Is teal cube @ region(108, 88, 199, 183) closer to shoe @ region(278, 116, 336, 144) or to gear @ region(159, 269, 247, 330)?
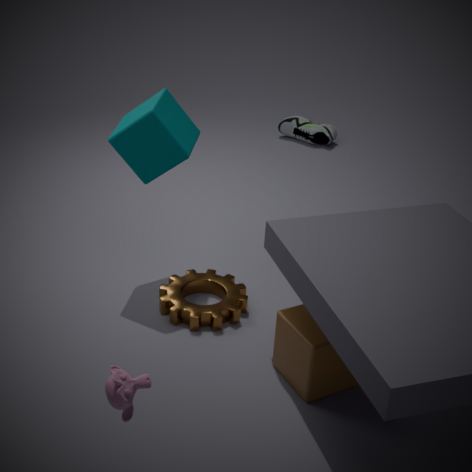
gear @ region(159, 269, 247, 330)
